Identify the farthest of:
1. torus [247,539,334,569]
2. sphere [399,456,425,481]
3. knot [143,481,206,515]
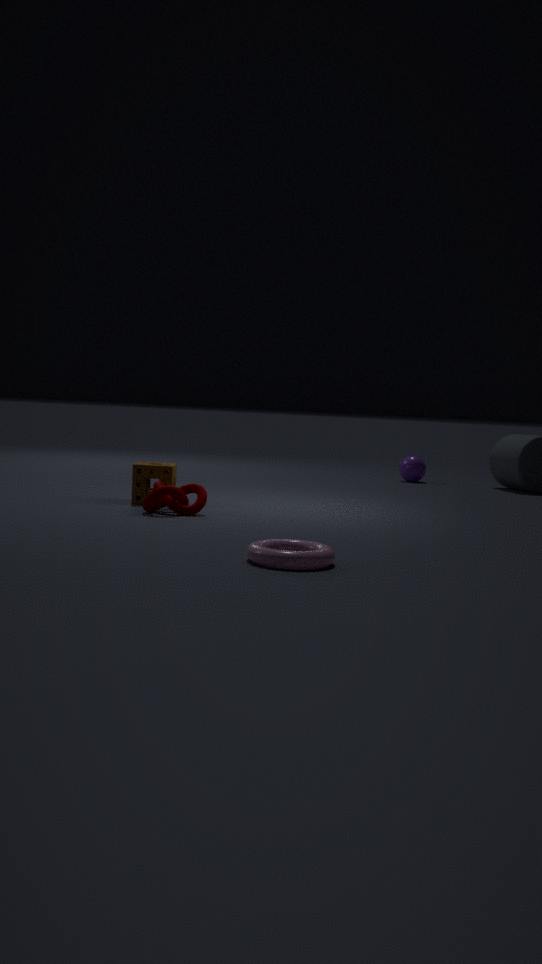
sphere [399,456,425,481]
